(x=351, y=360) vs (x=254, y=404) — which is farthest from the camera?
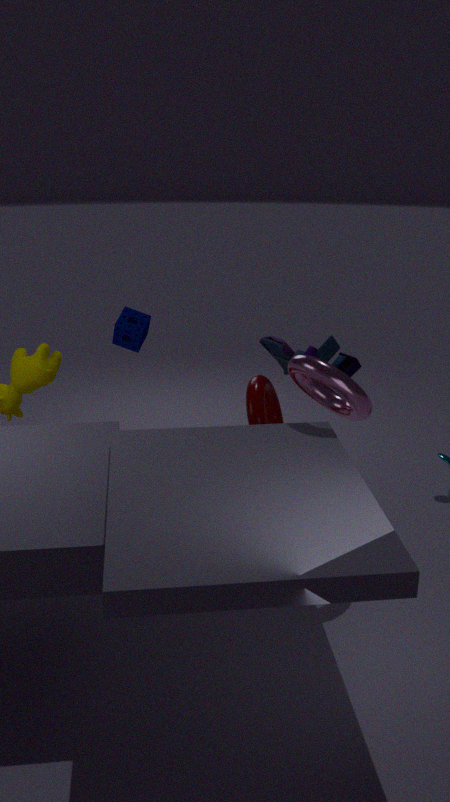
(x=351, y=360)
